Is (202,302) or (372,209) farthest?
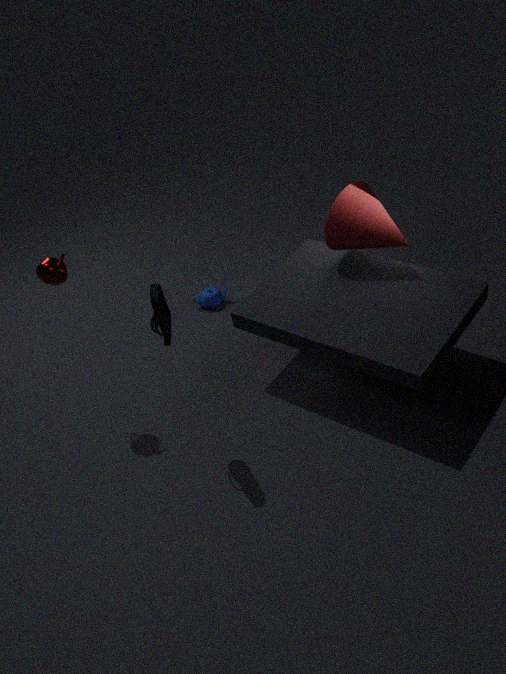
(202,302)
